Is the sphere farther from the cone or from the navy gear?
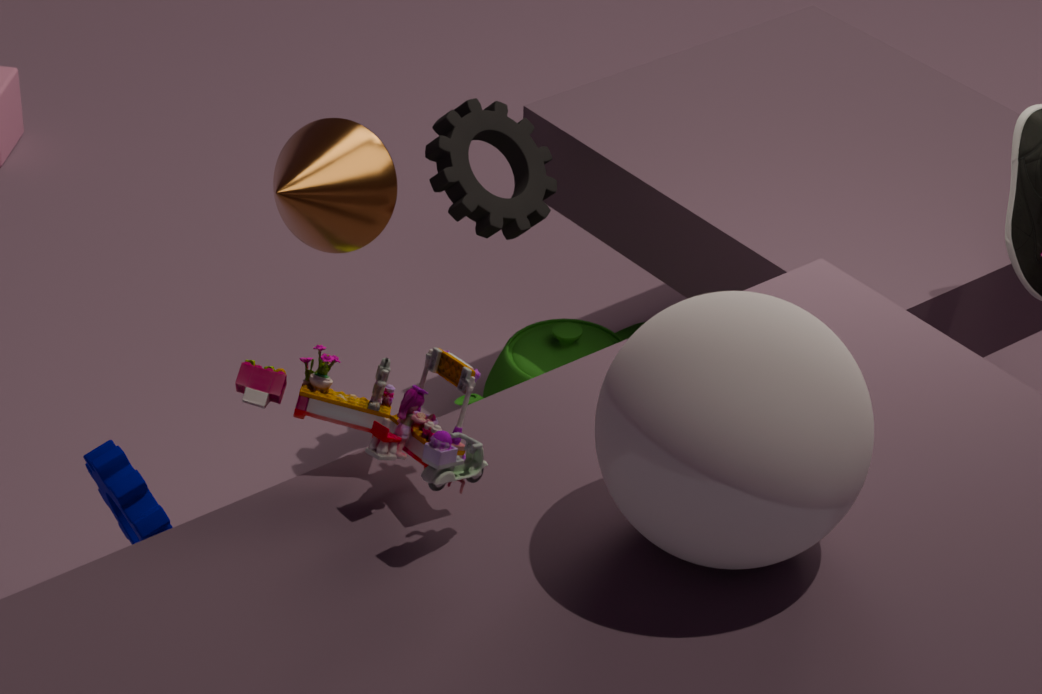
the navy gear
